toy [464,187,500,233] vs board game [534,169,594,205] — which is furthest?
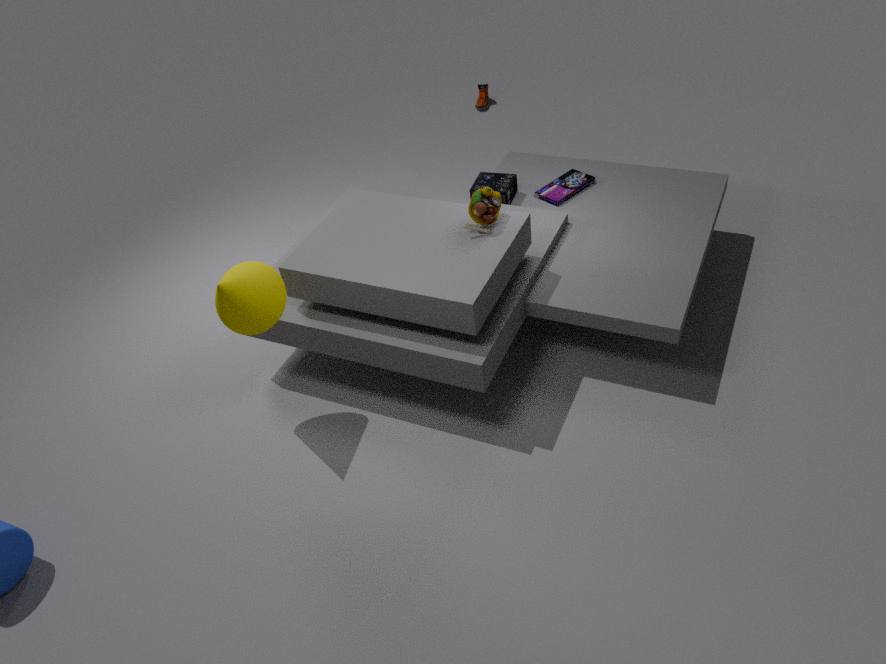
board game [534,169,594,205]
